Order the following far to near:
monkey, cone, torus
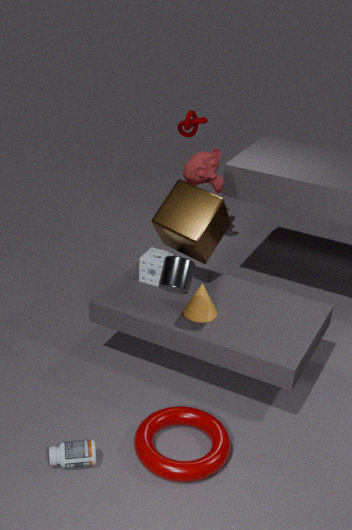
monkey < cone < torus
